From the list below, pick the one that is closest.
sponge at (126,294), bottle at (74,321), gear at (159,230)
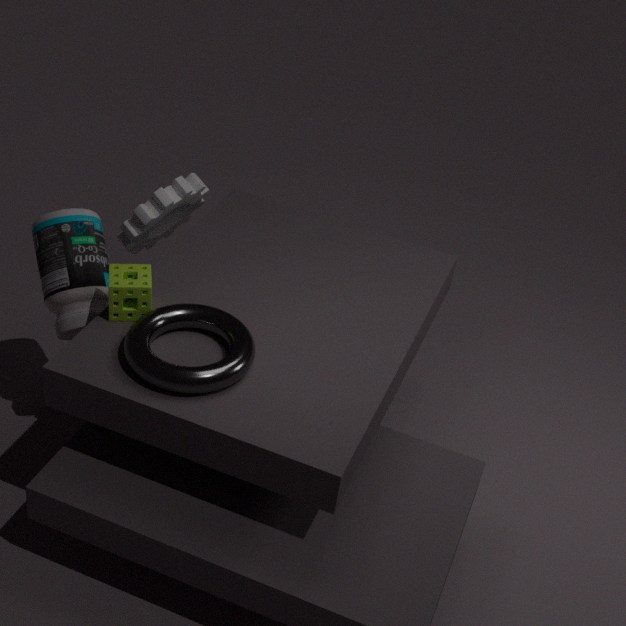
sponge at (126,294)
